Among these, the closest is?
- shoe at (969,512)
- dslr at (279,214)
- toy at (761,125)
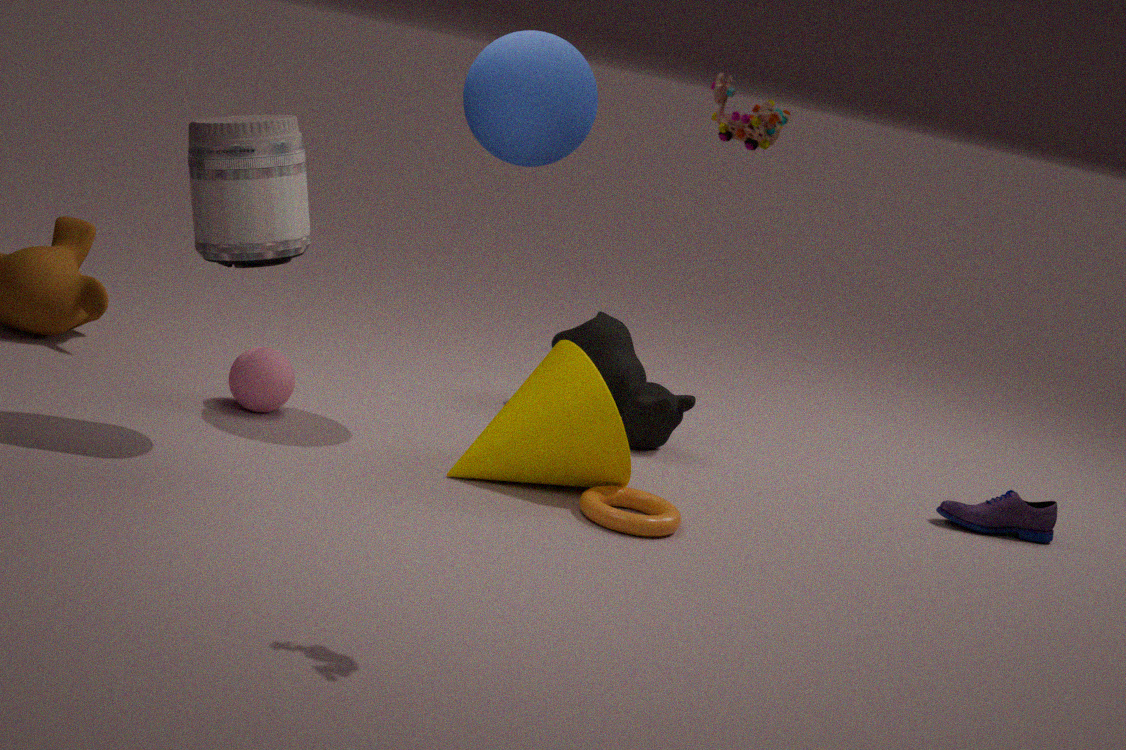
toy at (761,125)
